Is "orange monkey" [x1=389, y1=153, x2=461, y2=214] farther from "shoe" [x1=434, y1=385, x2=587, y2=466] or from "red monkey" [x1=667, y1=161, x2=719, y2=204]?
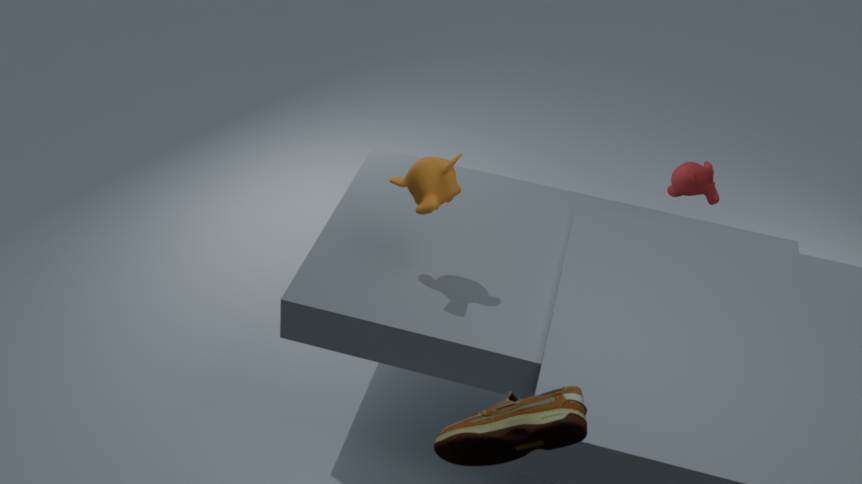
"red monkey" [x1=667, y1=161, x2=719, y2=204]
